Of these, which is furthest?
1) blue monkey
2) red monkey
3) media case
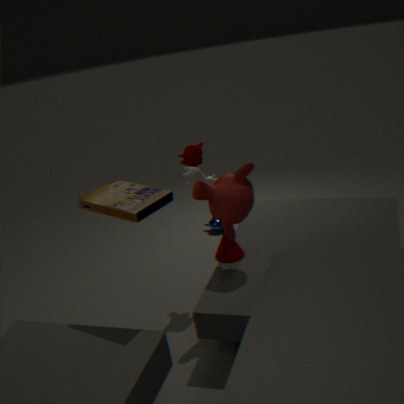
1. blue monkey
